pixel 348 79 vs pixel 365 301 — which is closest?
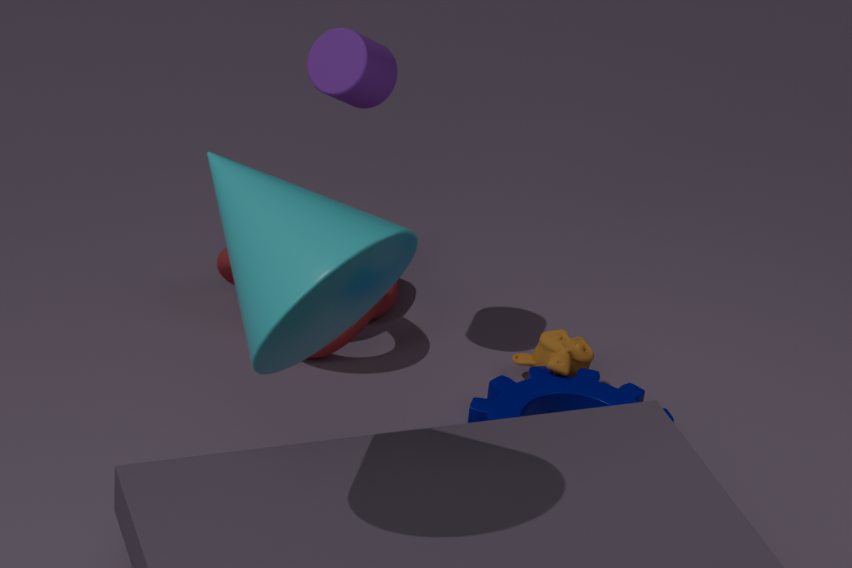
pixel 365 301
